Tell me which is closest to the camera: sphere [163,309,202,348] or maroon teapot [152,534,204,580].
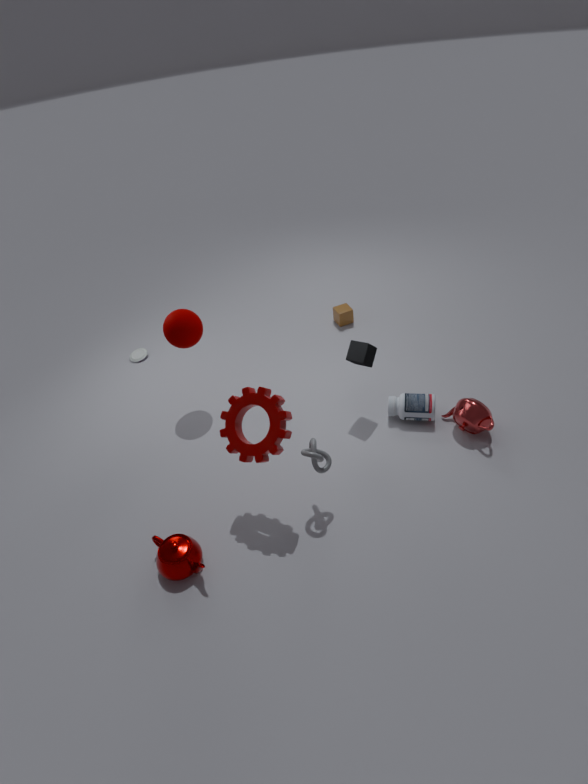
maroon teapot [152,534,204,580]
